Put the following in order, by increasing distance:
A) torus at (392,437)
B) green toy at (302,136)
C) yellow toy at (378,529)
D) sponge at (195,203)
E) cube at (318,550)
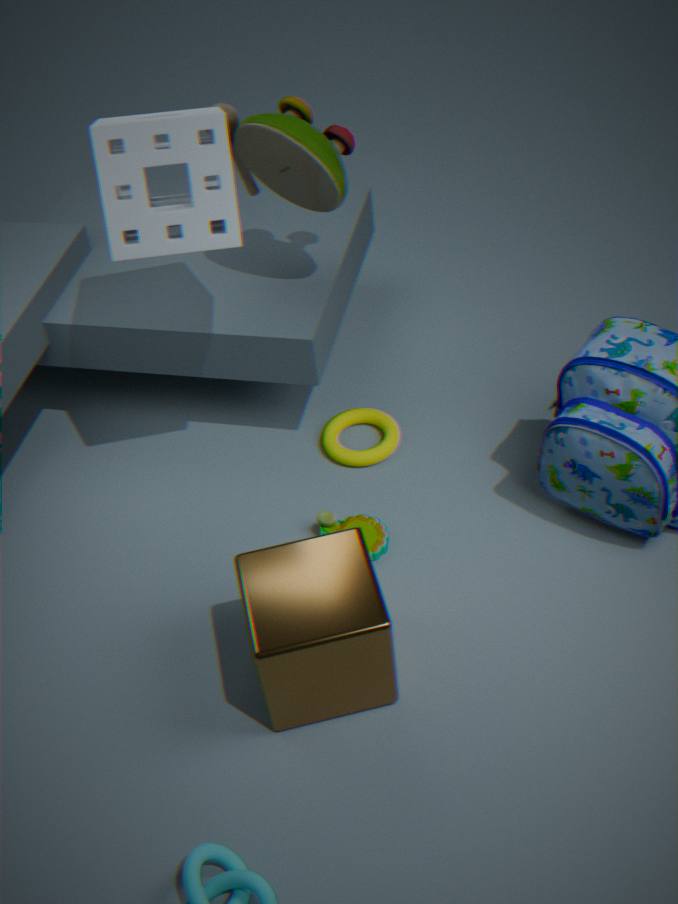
cube at (318,550), sponge at (195,203), green toy at (302,136), yellow toy at (378,529), torus at (392,437)
